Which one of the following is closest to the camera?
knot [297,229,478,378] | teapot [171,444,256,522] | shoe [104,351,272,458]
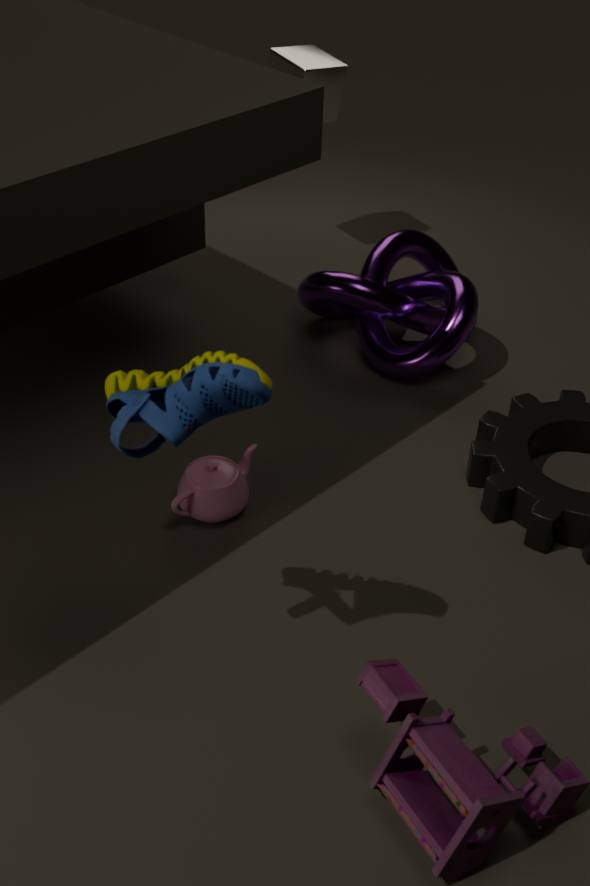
shoe [104,351,272,458]
